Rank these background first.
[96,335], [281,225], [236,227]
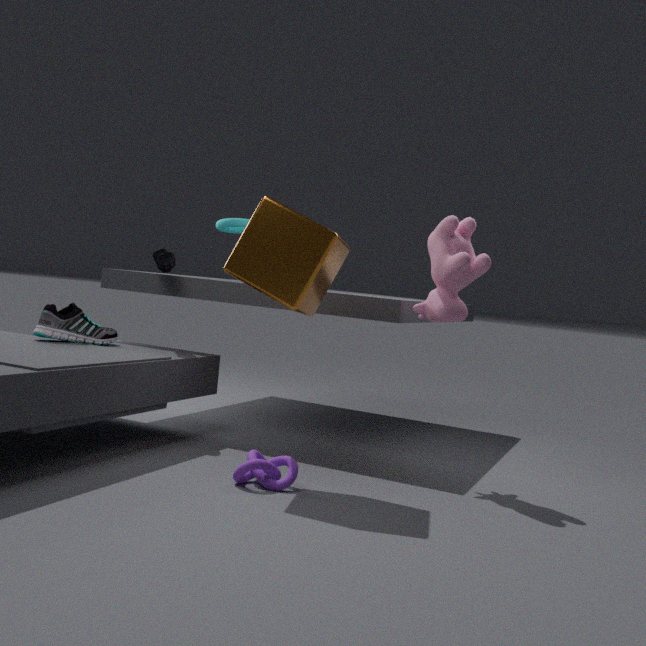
[236,227], [96,335], [281,225]
